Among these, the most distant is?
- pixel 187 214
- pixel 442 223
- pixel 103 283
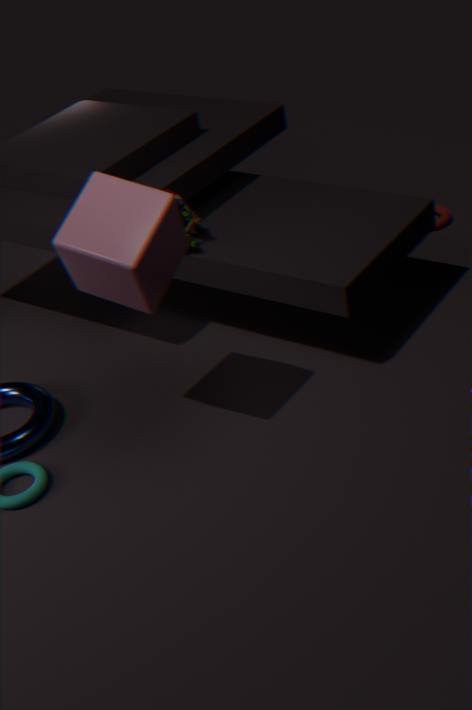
pixel 442 223
